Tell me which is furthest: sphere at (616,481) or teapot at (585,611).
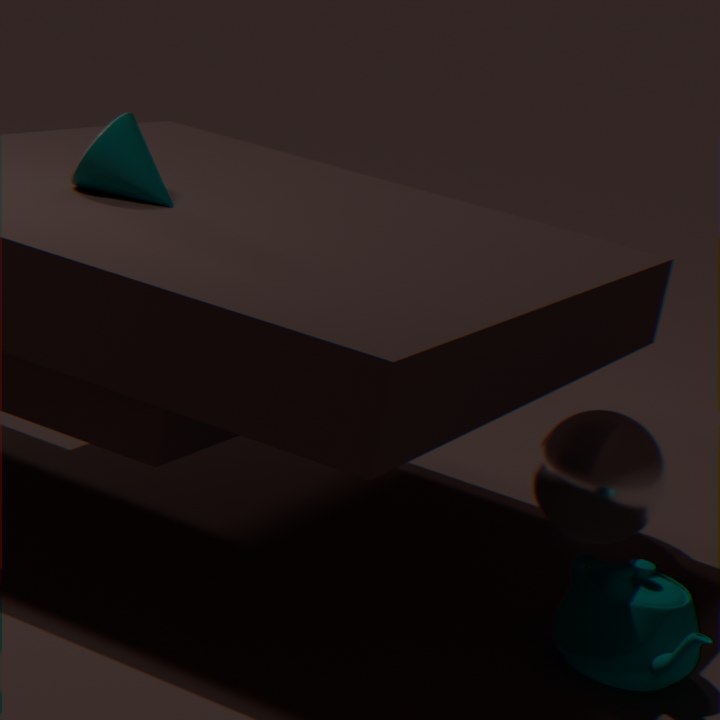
sphere at (616,481)
